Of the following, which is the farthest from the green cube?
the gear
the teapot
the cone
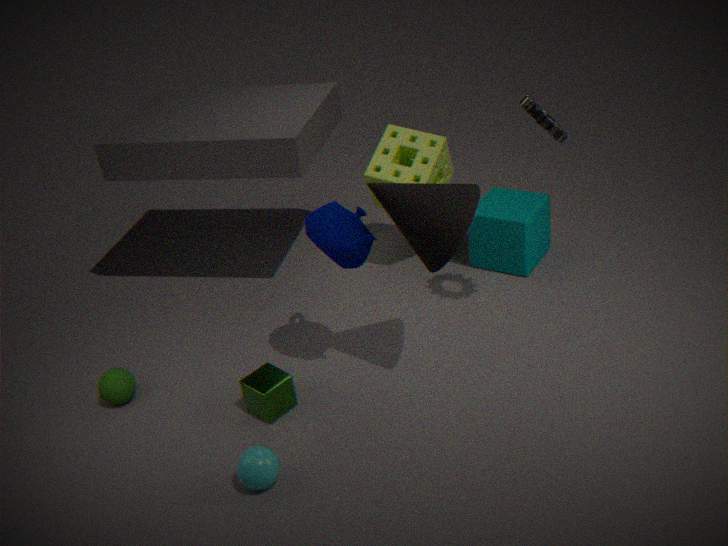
the gear
